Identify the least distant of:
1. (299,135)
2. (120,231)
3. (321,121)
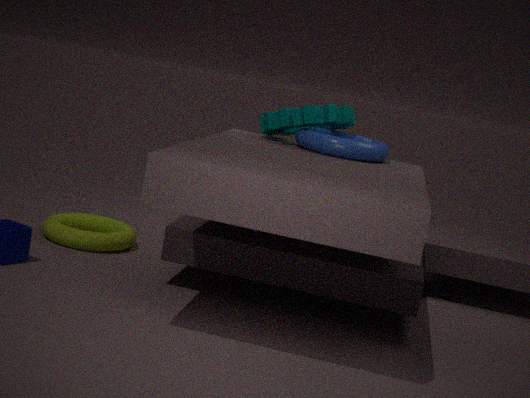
(299,135)
